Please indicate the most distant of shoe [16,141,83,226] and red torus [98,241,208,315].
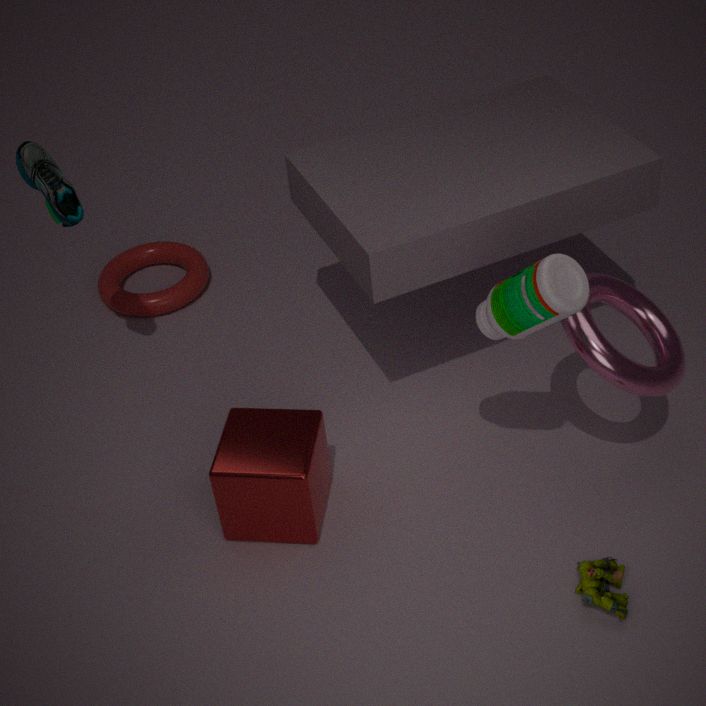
red torus [98,241,208,315]
